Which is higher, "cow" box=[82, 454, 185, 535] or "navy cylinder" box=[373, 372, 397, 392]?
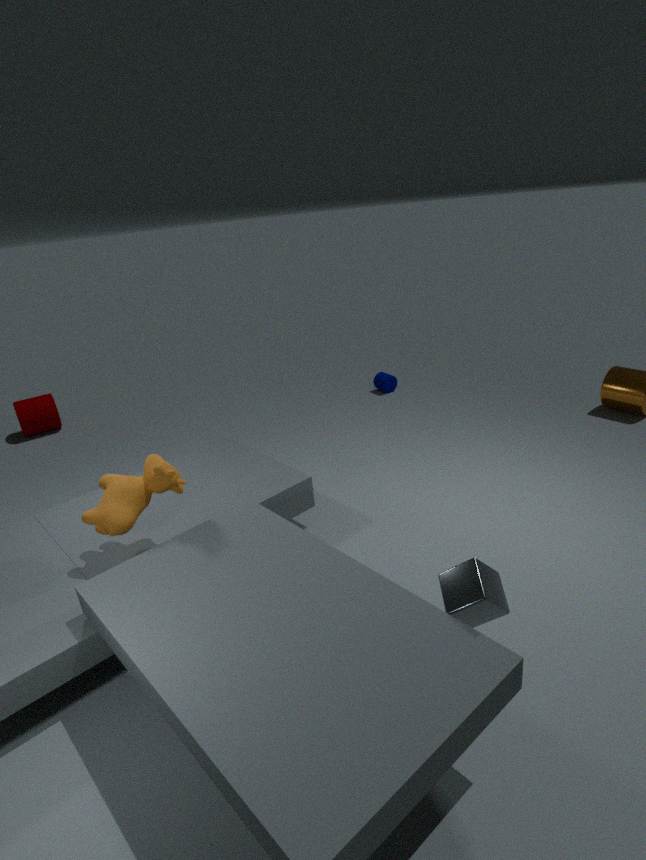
"cow" box=[82, 454, 185, 535]
